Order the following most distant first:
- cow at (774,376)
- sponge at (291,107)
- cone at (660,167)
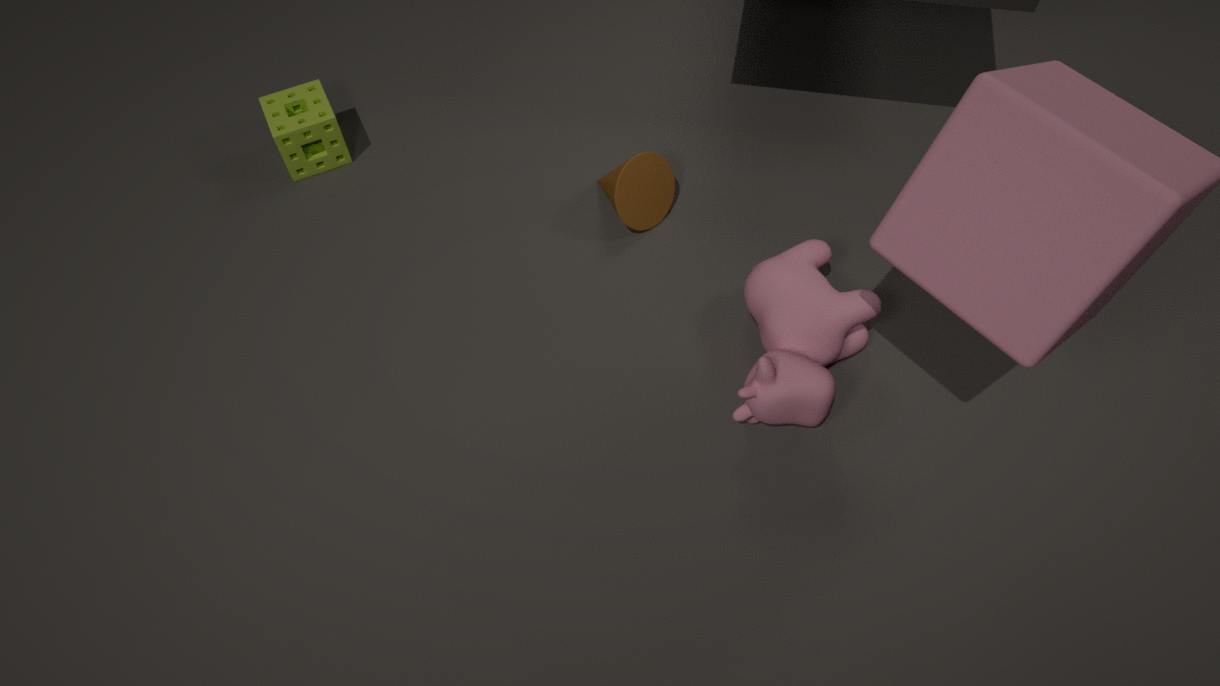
1. sponge at (291,107)
2. cone at (660,167)
3. cow at (774,376)
